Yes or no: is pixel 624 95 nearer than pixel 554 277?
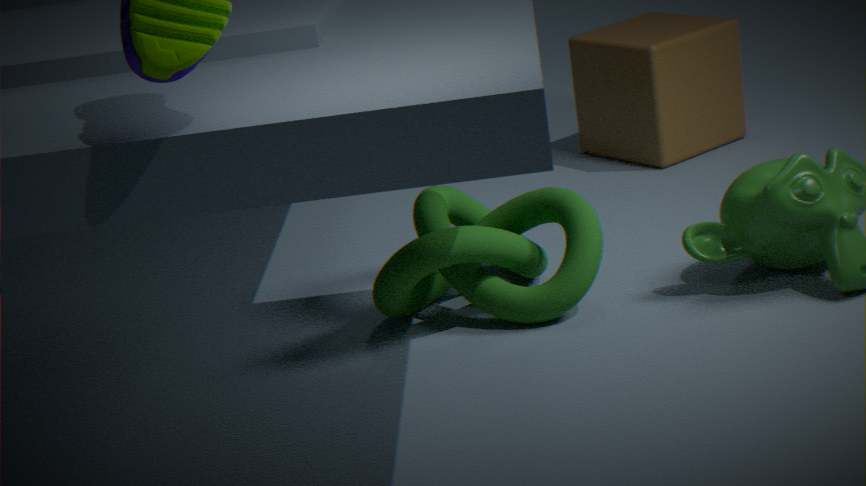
No
